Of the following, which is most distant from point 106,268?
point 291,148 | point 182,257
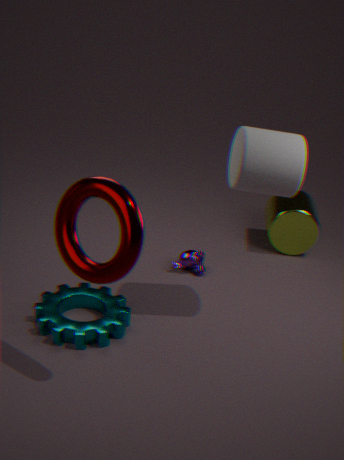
point 182,257
